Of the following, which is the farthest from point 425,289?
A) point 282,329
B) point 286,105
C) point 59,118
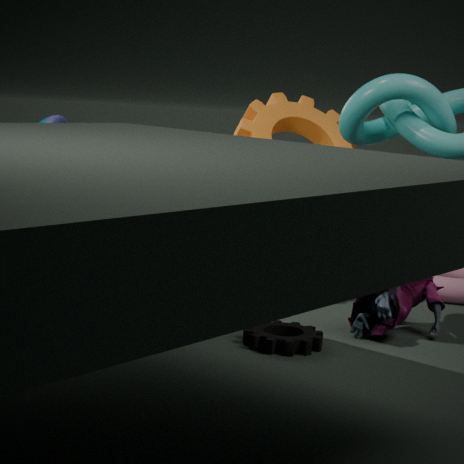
point 59,118
